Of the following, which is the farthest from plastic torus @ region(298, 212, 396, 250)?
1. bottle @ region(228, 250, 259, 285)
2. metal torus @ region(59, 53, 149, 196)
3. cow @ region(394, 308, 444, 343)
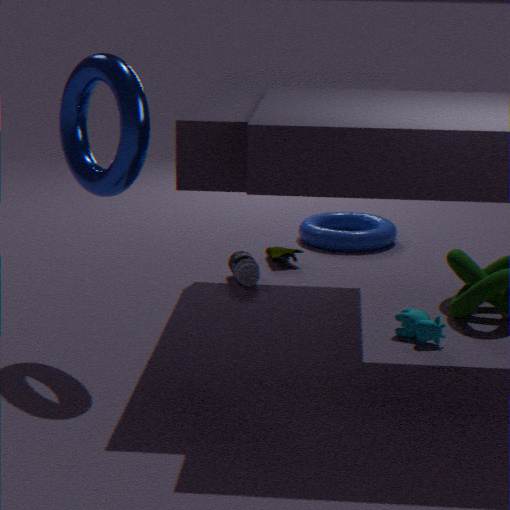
metal torus @ region(59, 53, 149, 196)
